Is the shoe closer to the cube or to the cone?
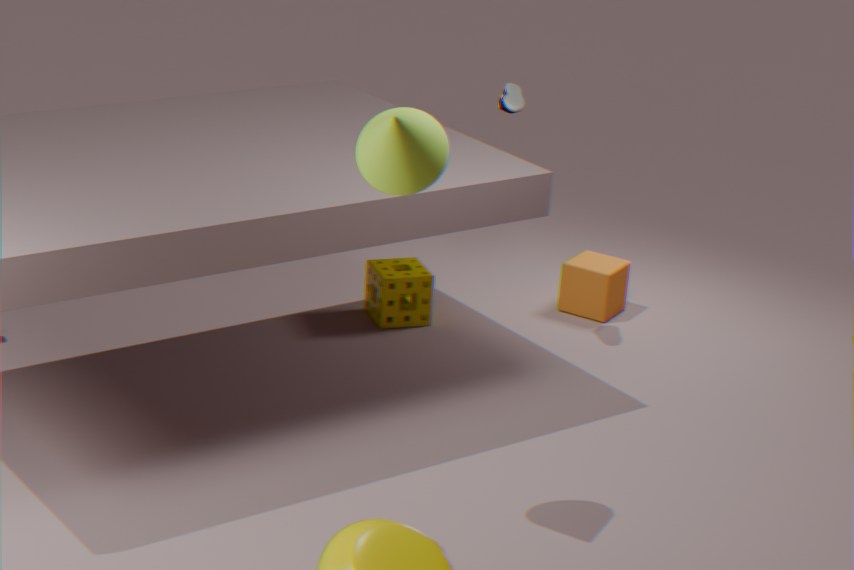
the cube
